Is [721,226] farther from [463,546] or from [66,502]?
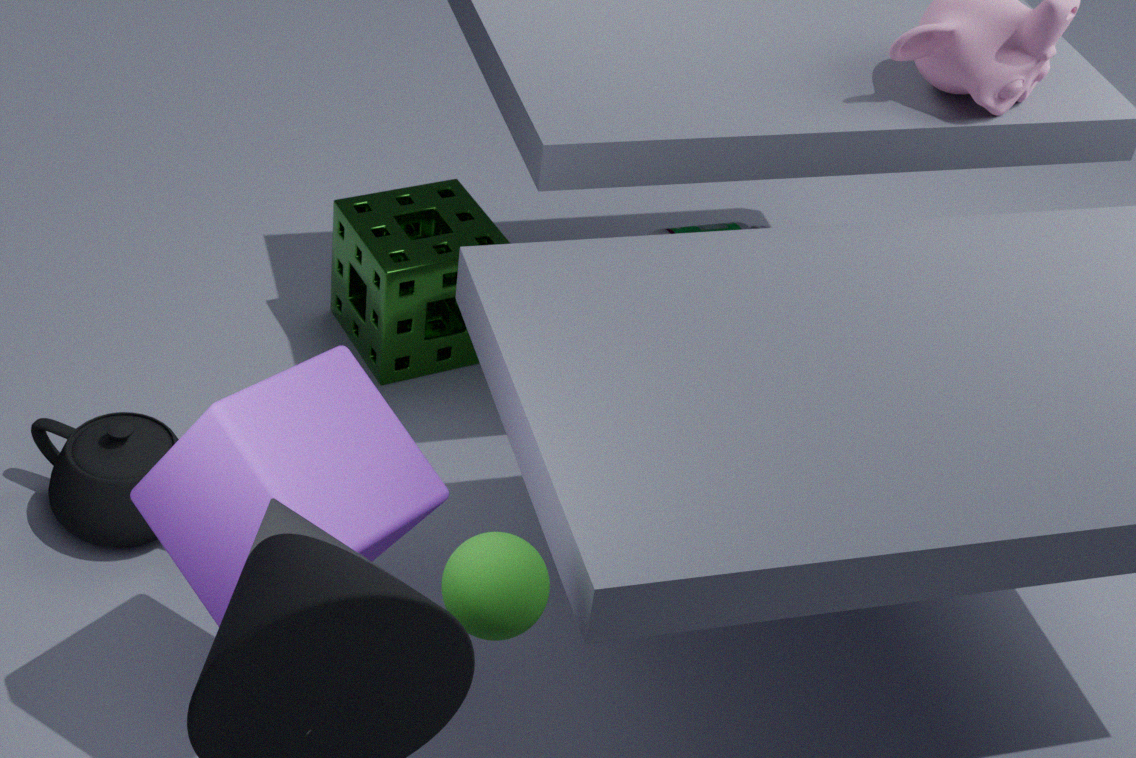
[463,546]
